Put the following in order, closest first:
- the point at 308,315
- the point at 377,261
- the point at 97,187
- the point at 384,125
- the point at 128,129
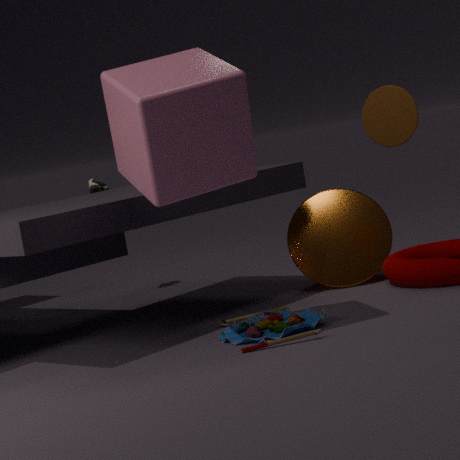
the point at 128,129 → the point at 308,315 → the point at 384,125 → the point at 377,261 → the point at 97,187
